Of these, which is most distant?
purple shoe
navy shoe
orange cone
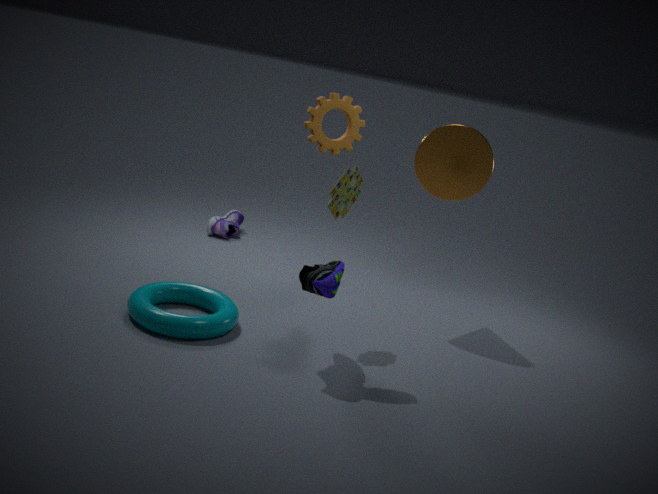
purple shoe
